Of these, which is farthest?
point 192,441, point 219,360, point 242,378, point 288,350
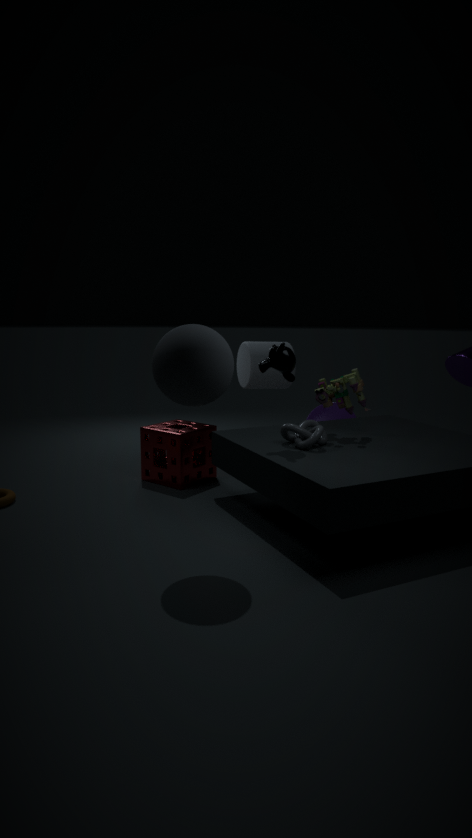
point 242,378
